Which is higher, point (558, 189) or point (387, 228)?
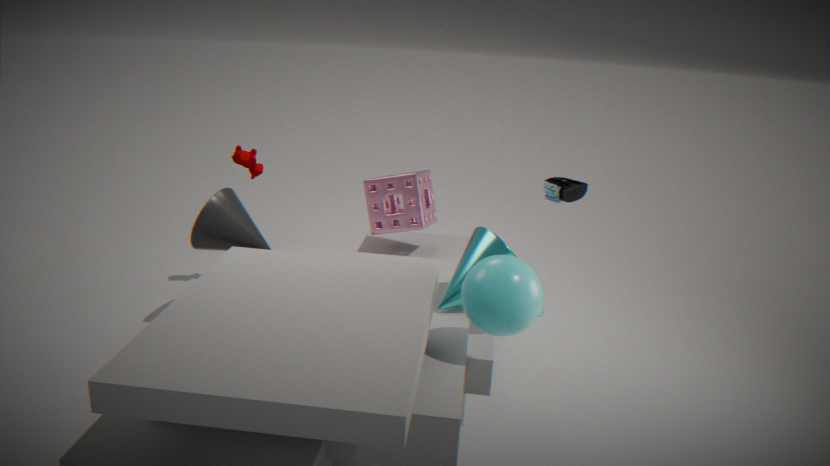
point (558, 189)
